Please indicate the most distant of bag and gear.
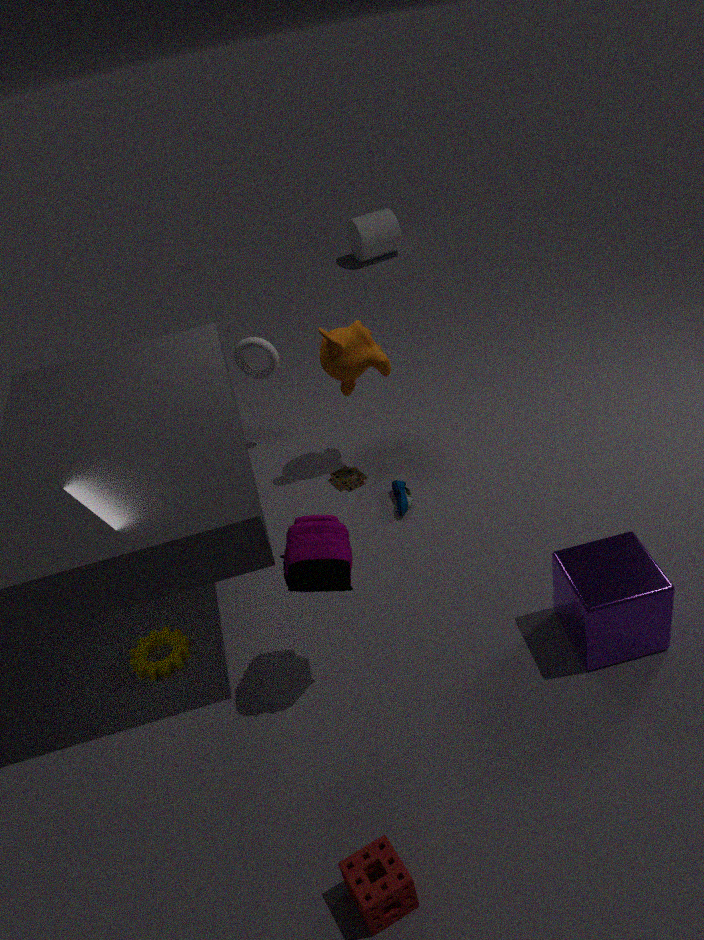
gear
